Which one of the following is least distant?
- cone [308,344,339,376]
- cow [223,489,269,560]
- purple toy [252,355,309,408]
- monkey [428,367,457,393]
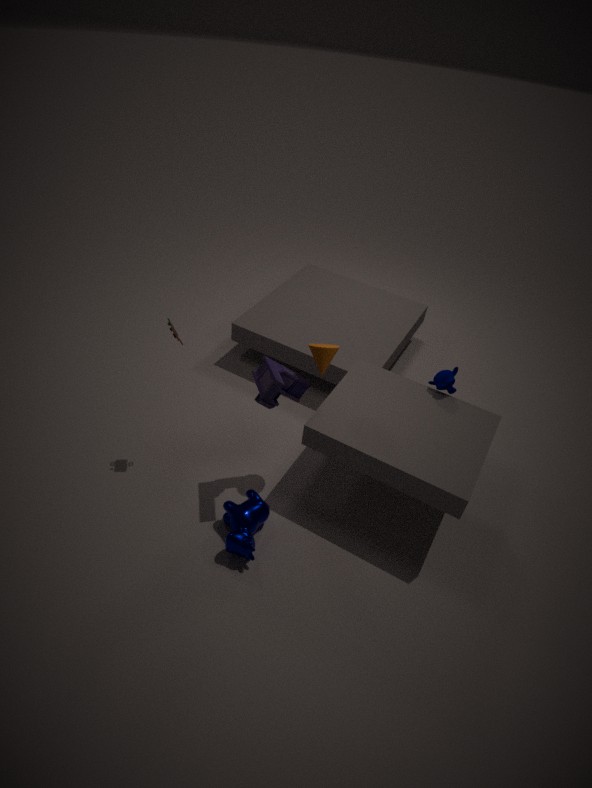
purple toy [252,355,309,408]
